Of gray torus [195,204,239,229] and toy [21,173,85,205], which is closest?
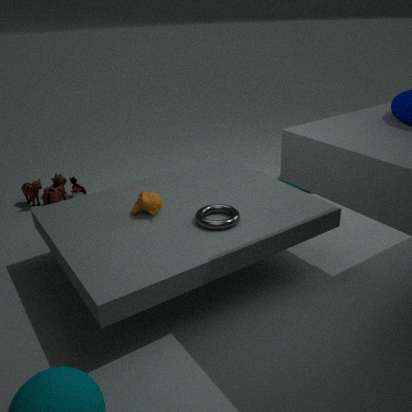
gray torus [195,204,239,229]
